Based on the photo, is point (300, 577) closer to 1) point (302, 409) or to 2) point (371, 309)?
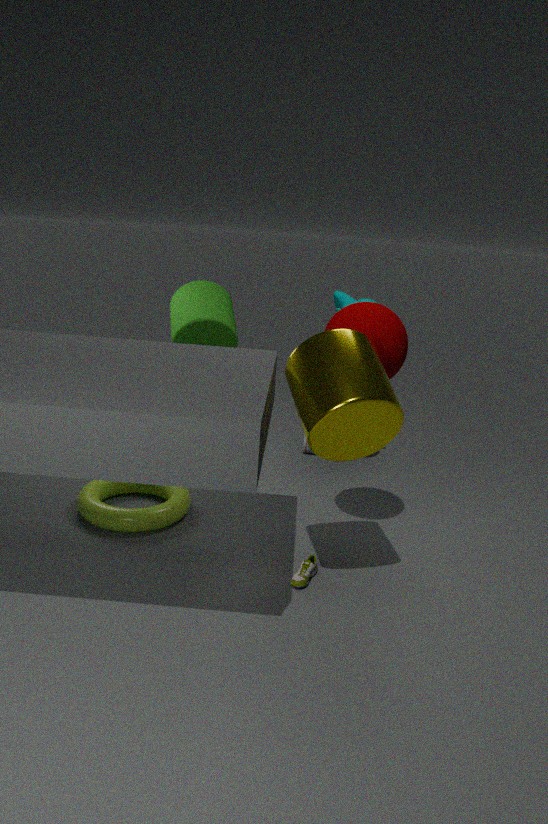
1) point (302, 409)
